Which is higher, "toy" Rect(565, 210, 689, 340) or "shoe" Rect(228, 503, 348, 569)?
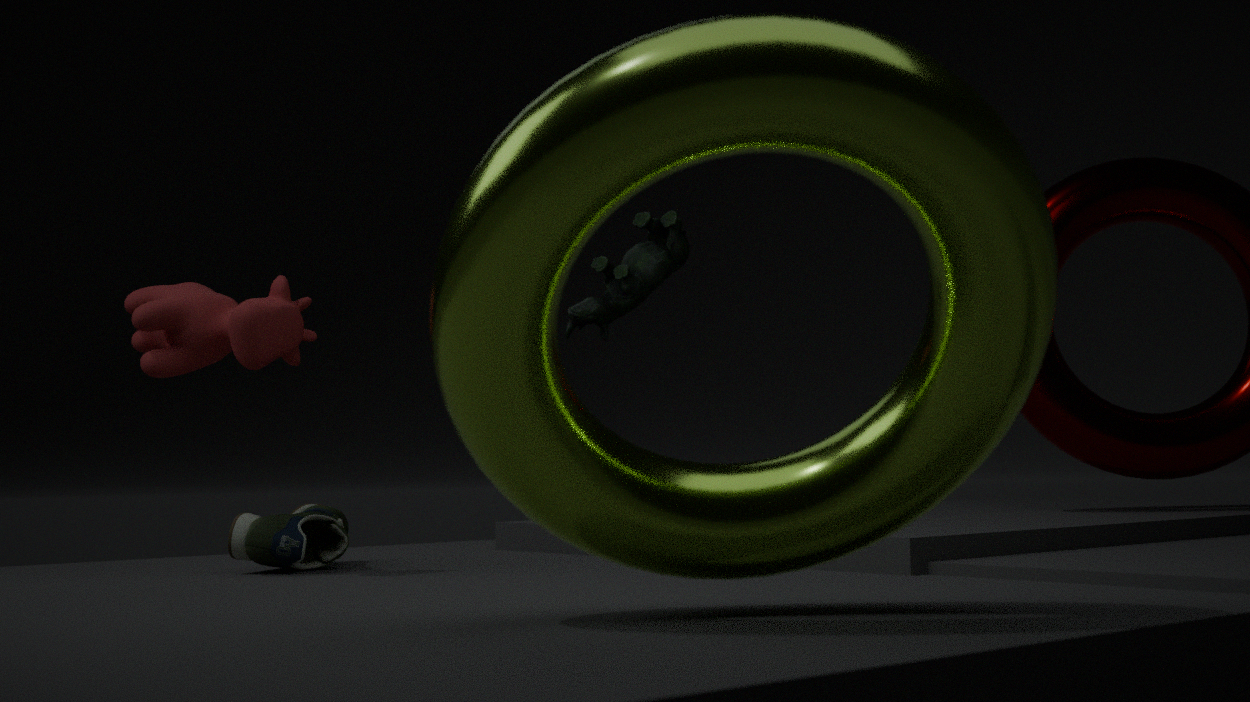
"toy" Rect(565, 210, 689, 340)
